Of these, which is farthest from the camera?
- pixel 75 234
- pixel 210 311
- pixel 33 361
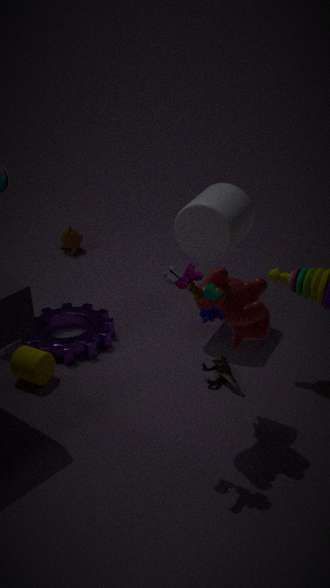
pixel 75 234
